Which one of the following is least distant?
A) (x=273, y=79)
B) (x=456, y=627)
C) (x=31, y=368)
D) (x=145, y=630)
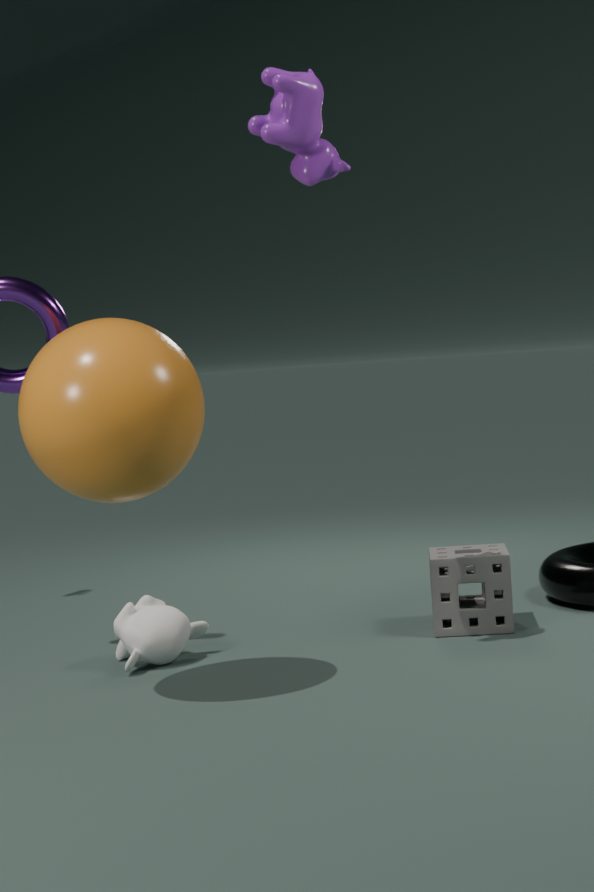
(x=31, y=368)
